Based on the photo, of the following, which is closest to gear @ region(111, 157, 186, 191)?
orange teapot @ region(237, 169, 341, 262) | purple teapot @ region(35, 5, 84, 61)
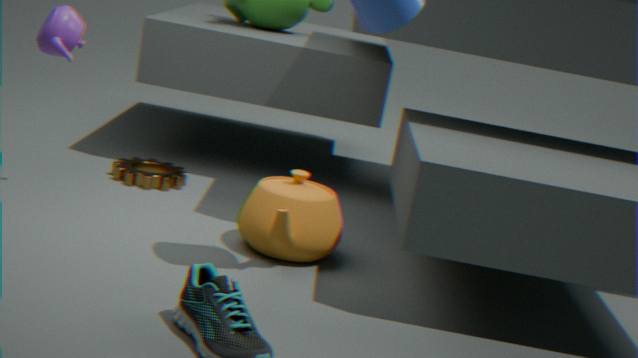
orange teapot @ region(237, 169, 341, 262)
